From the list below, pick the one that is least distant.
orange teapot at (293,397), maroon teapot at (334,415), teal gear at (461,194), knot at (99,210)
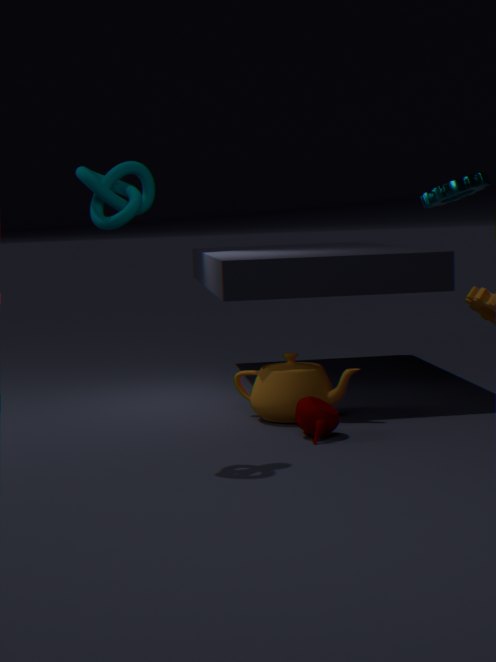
knot at (99,210)
